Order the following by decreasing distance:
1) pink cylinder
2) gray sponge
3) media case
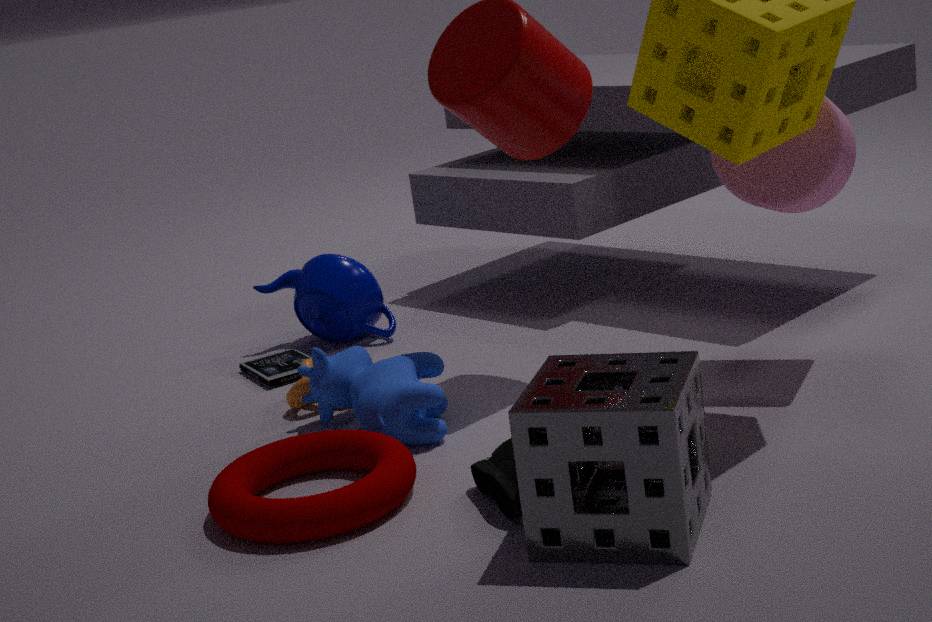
3. media case, 1. pink cylinder, 2. gray sponge
